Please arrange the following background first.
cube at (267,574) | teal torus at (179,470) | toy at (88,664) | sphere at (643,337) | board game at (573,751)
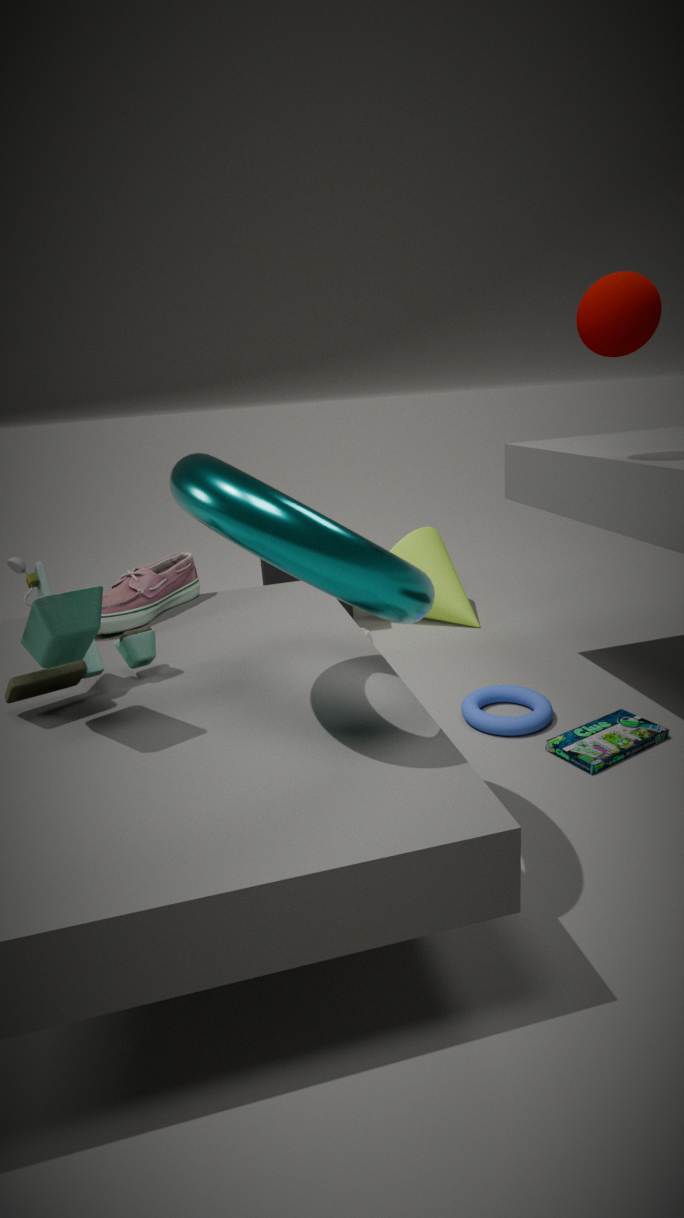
cube at (267,574) < board game at (573,751) < sphere at (643,337) < toy at (88,664) < teal torus at (179,470)
